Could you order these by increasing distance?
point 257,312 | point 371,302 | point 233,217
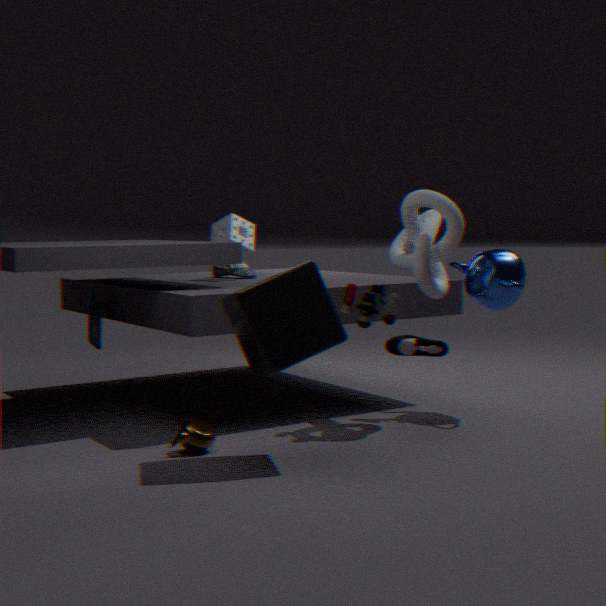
point 257,312, point 371,302, point 233,217
